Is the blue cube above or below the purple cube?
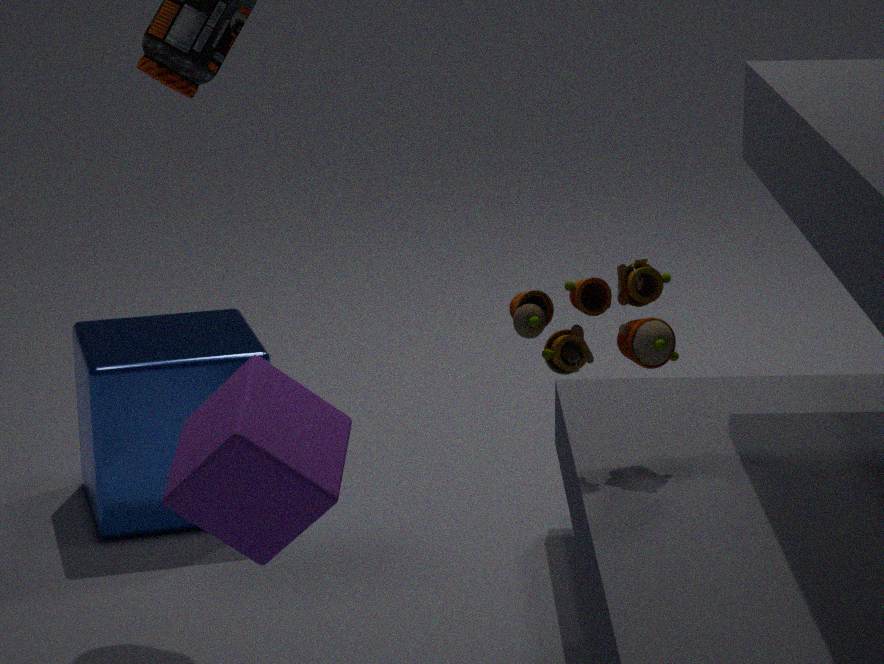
below
